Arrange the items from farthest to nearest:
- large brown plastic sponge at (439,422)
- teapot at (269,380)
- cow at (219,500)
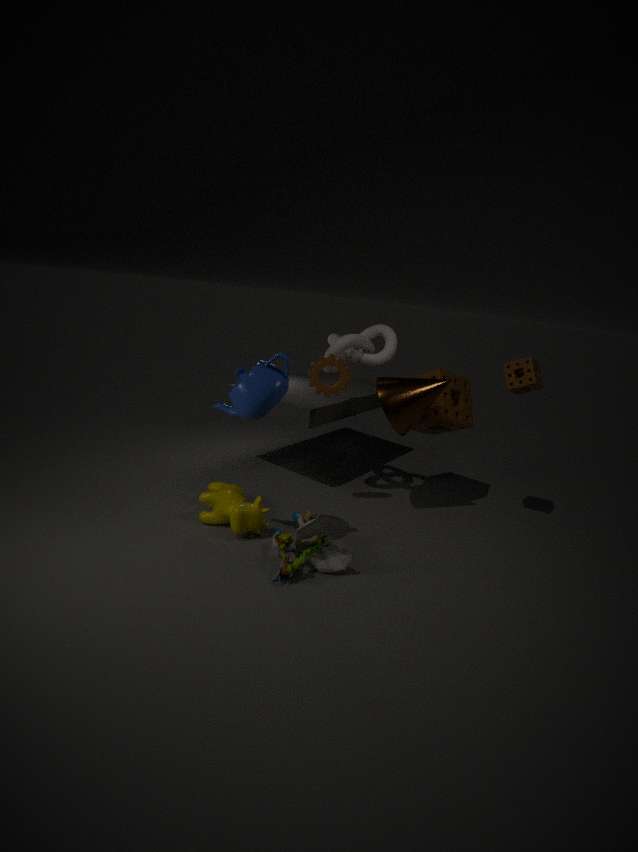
large brown plastic sponge at (439,422) < cow at (219,500) < teapot at (269,380)
